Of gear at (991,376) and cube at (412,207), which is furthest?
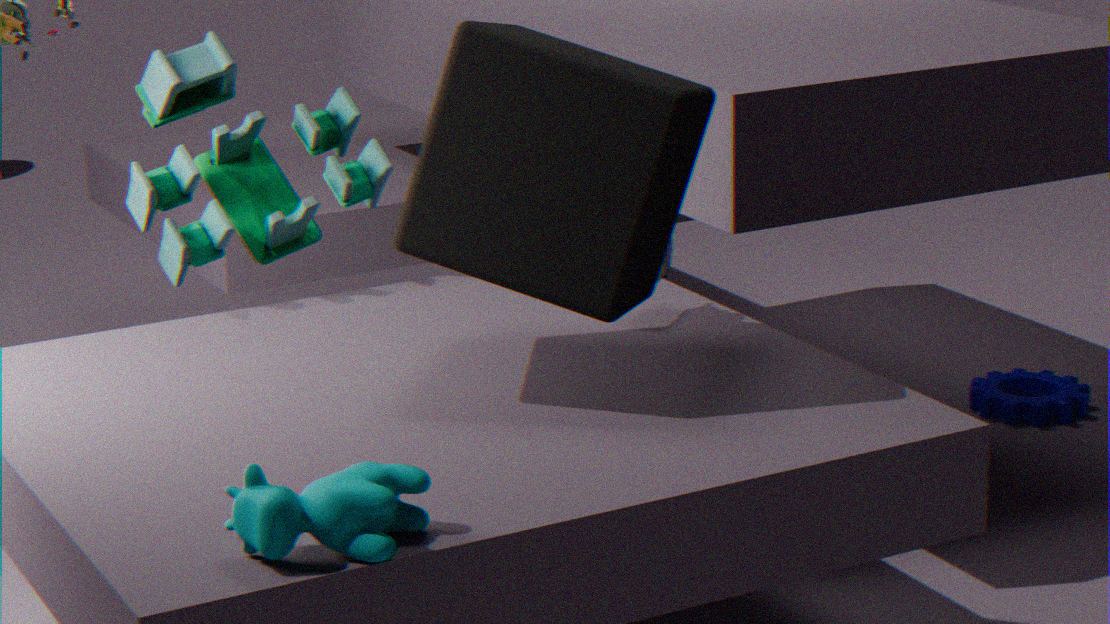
gear at (991,376)
